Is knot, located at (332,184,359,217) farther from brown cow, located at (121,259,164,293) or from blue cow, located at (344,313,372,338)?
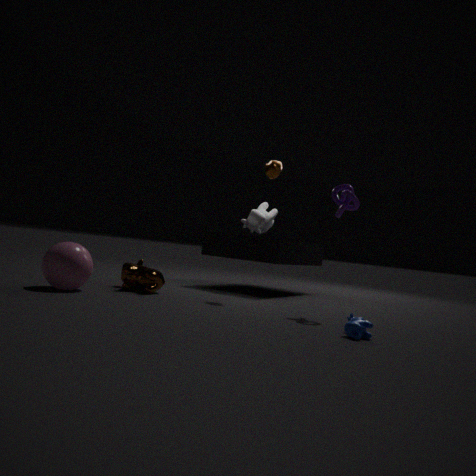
brown cow, located at (121,259,164,293)
